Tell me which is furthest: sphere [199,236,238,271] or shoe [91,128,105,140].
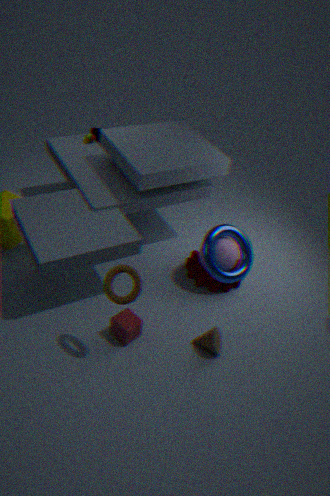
shoe [91,128,105,140]
